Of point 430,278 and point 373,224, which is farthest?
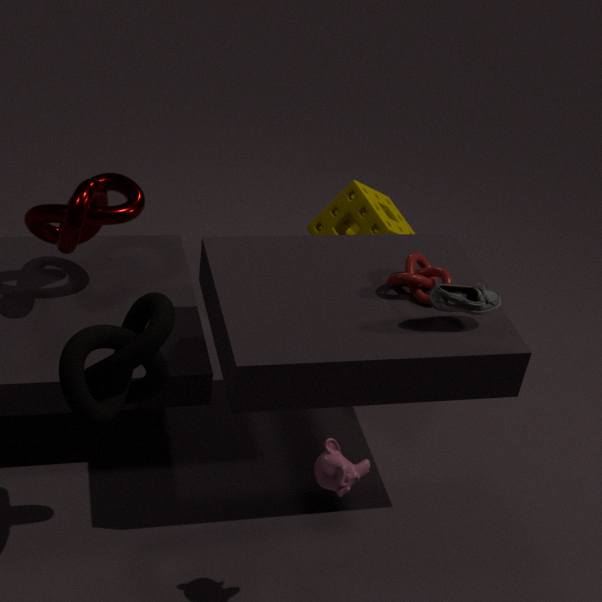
point 373,224
